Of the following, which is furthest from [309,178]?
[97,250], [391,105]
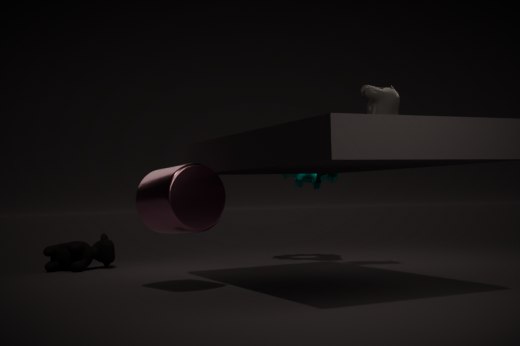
[97,250]
